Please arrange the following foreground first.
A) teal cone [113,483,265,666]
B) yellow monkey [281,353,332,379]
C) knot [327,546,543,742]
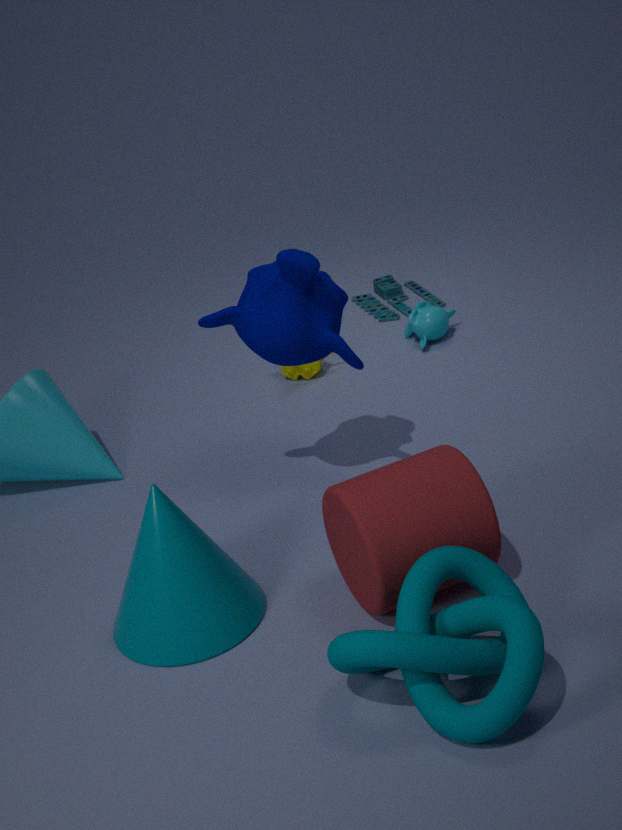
knot [327,546,543,742], teal cone [113,483,265,666], yellow monkey [281,353,332,379]
